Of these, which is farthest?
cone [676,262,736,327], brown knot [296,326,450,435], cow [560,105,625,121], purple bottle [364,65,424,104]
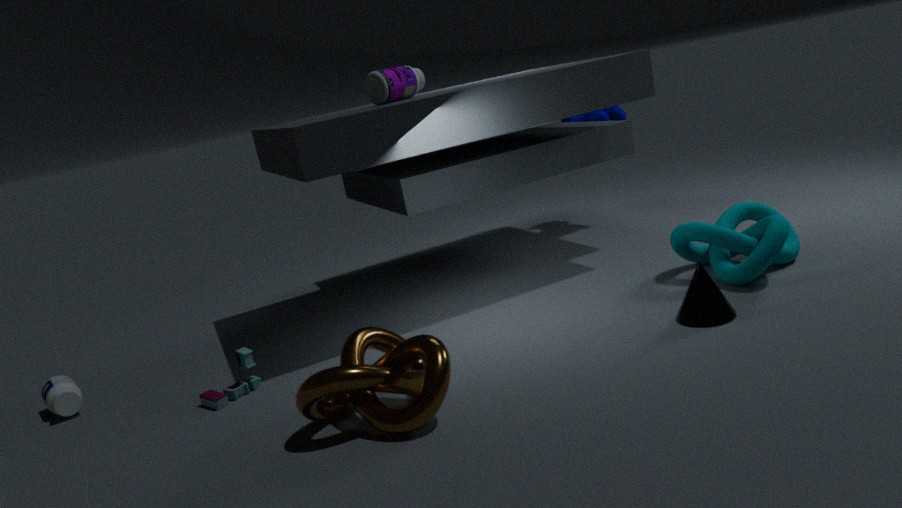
cow [560,105,625,121]
